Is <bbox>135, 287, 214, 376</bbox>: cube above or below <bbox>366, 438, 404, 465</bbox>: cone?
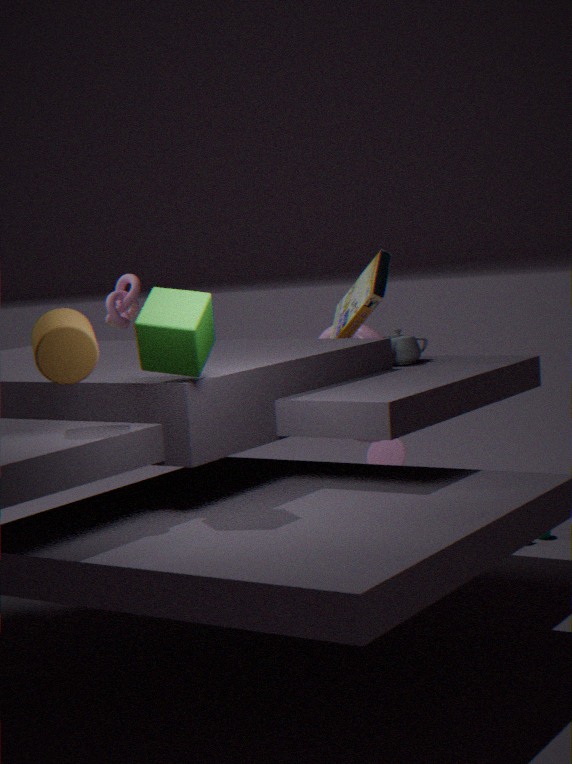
above
